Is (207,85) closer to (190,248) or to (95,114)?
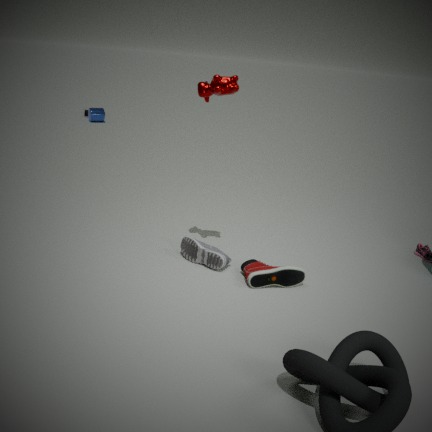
(190,248)
